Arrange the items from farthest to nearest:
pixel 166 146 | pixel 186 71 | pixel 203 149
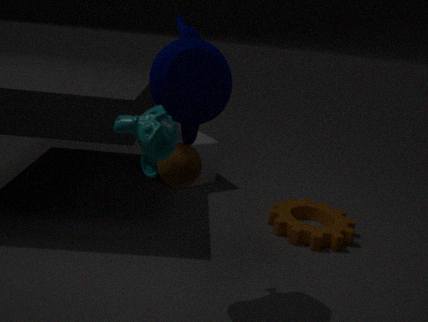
pixel 203 149
pixel 186 71
pixel 166 146
